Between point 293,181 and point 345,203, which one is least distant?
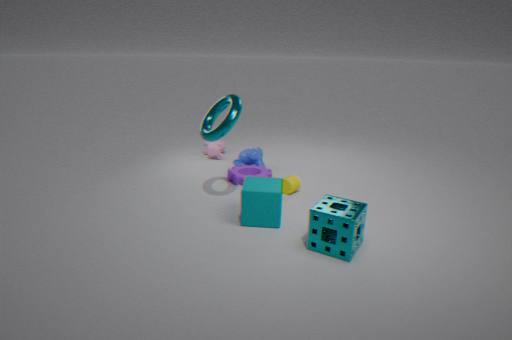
point 345,203
